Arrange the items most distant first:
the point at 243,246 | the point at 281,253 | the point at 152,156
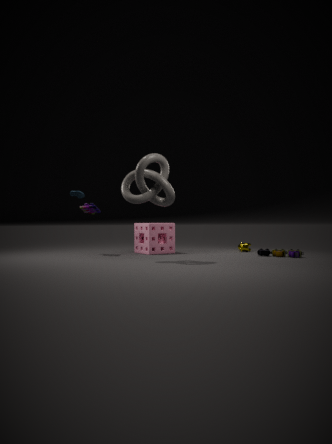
the point at 243,246 < the point at 281,253 < the point at 152,156
